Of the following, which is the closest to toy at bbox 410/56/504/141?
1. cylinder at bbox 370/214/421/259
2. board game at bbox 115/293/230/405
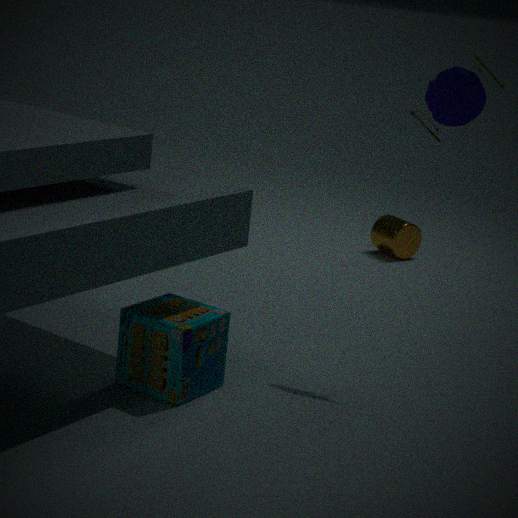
board game at bbox 115/293/230/405
